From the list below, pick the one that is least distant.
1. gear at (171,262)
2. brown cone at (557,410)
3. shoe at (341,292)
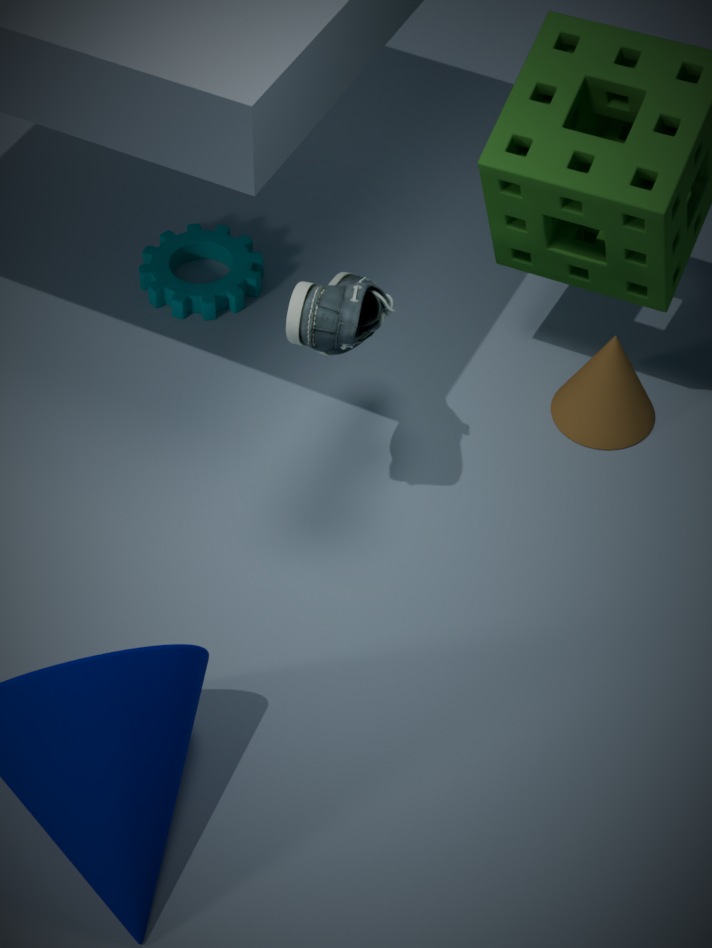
shoe at (341,292)
